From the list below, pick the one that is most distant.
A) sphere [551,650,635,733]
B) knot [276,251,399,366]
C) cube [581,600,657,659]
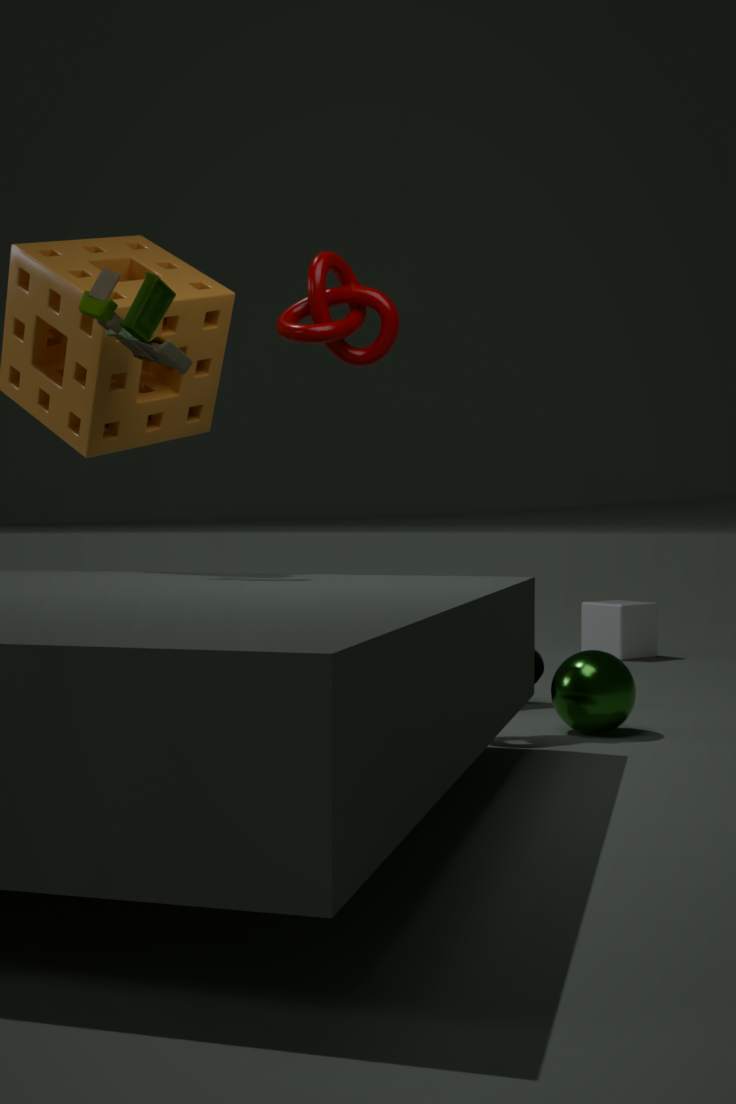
cube [581,600,657,659]
